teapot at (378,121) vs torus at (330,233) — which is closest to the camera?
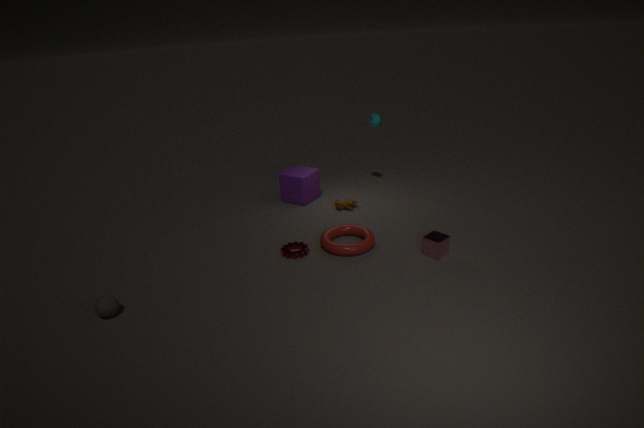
torus at (330,233)
